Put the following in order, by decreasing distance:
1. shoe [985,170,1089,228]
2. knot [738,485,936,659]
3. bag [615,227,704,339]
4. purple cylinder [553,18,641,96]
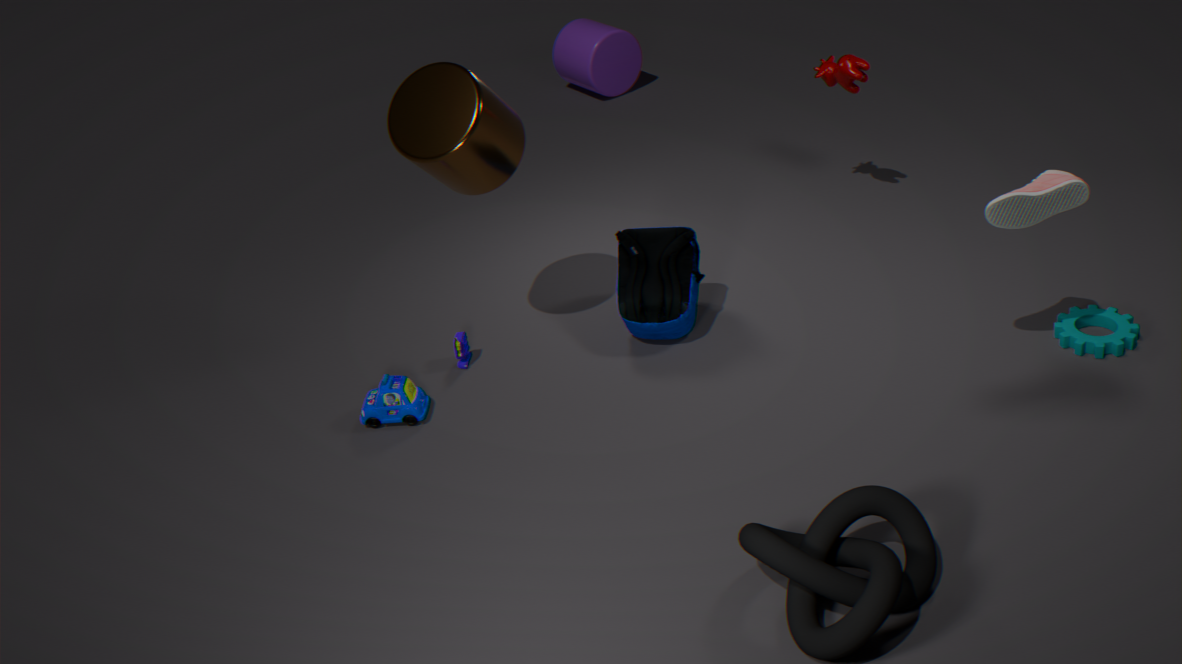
1. purple cylinder [553,18,641,96]
2. bag [615,227,704,339]
3. shoe [985,170,1089,228]
4. knot [738,485,936,659]
